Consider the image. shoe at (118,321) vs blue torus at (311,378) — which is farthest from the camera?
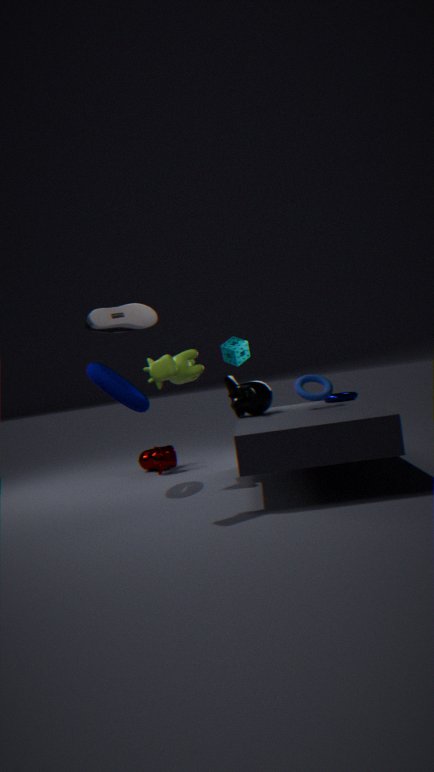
blue torus at (311,378)
